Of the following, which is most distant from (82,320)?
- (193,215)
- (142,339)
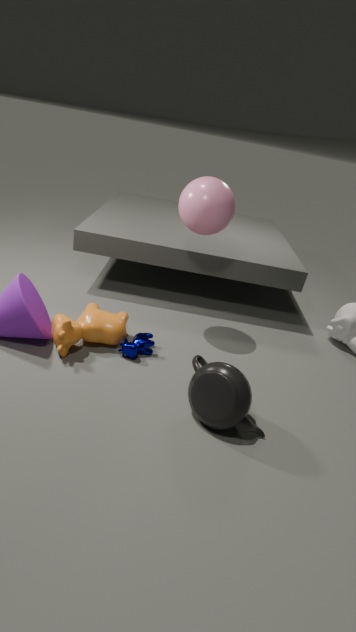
(193,215)
